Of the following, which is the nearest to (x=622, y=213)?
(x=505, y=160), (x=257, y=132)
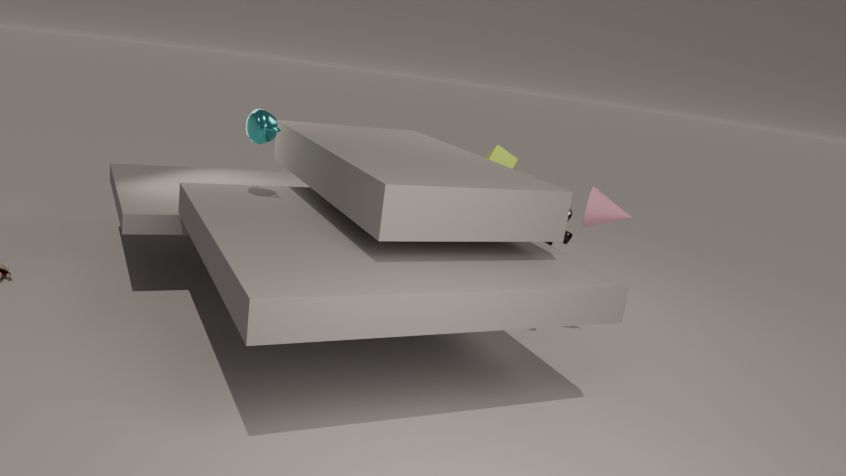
(x=505, y=160)
